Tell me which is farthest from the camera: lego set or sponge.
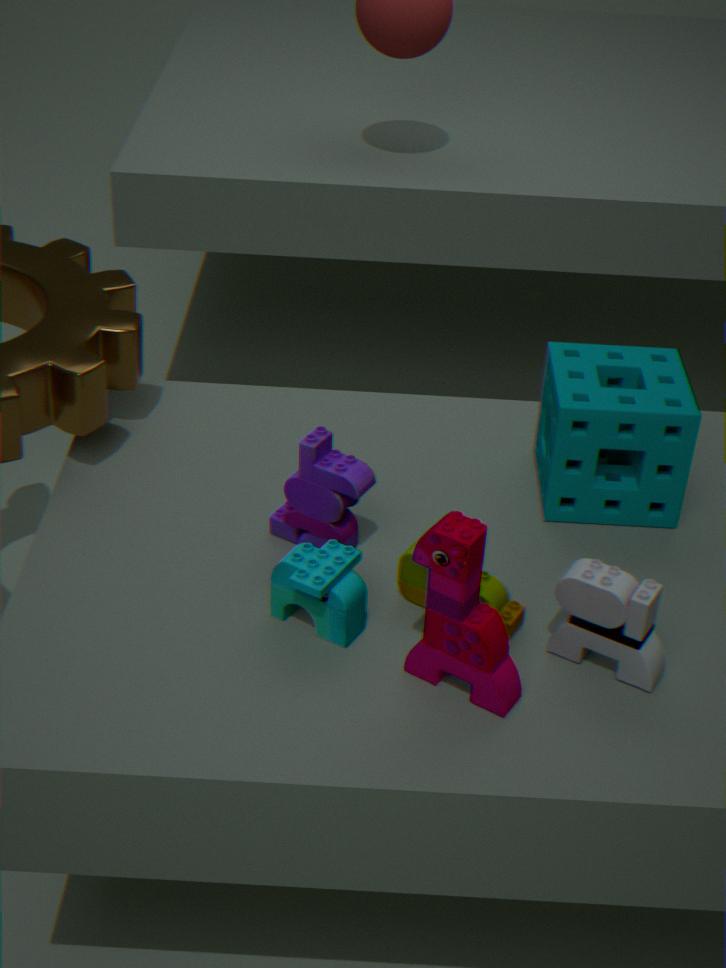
sponge
